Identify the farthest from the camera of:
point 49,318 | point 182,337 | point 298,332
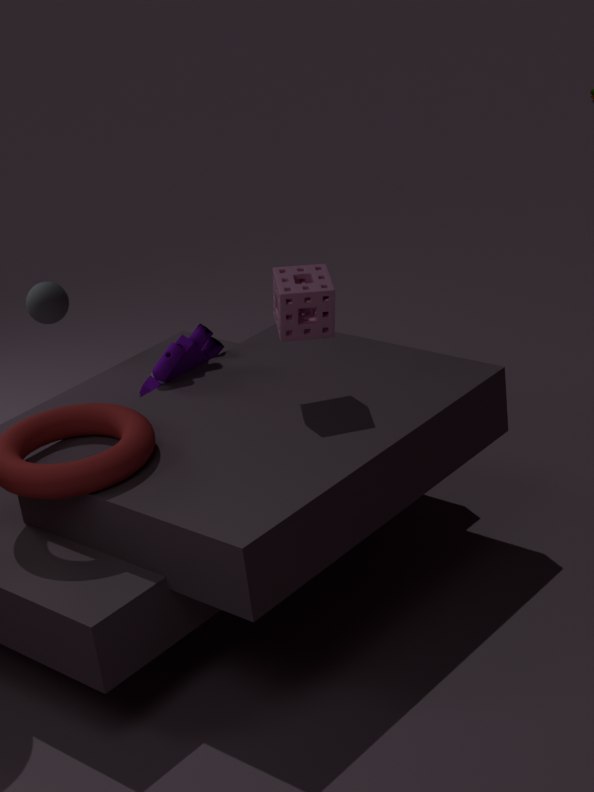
point 49,318
